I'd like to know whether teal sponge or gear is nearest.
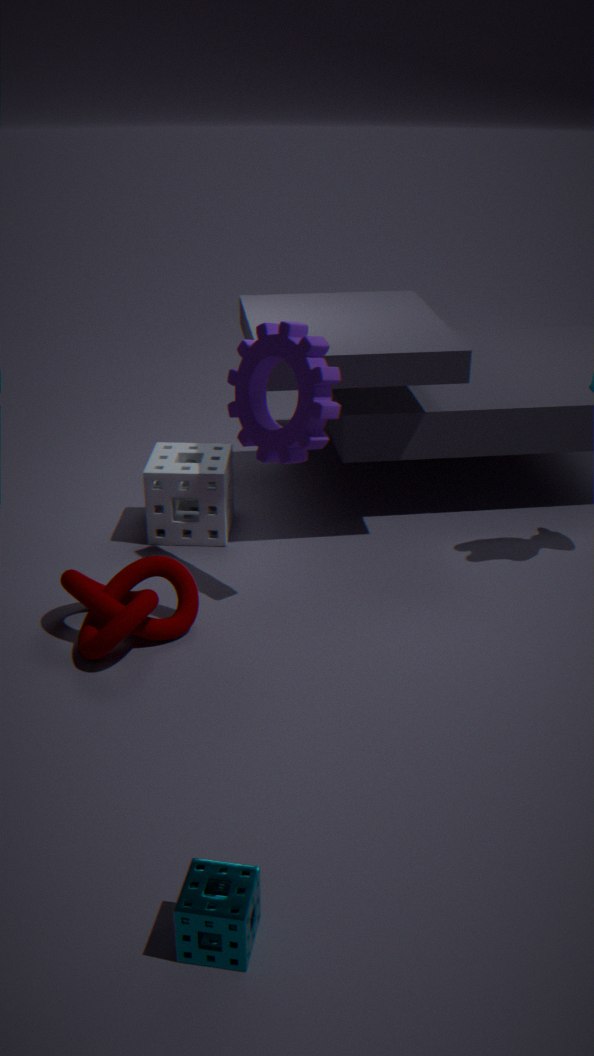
teal sponge
